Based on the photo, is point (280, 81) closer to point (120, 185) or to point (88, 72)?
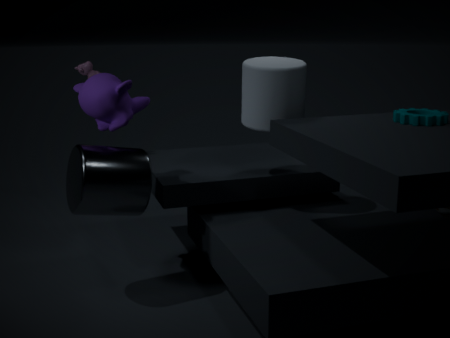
point (120, 185)
